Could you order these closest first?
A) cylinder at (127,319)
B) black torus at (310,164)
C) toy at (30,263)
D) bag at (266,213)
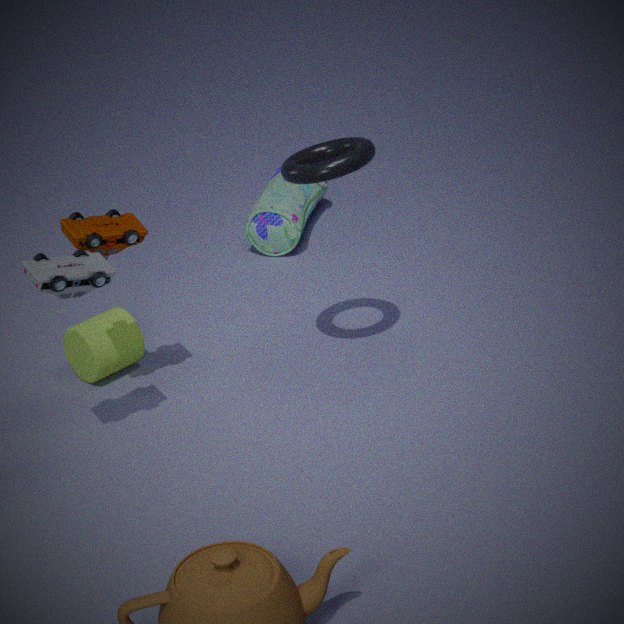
toy at (30,263), black torus at (310,164), cylinder at (127,319), bag at (266,213)
